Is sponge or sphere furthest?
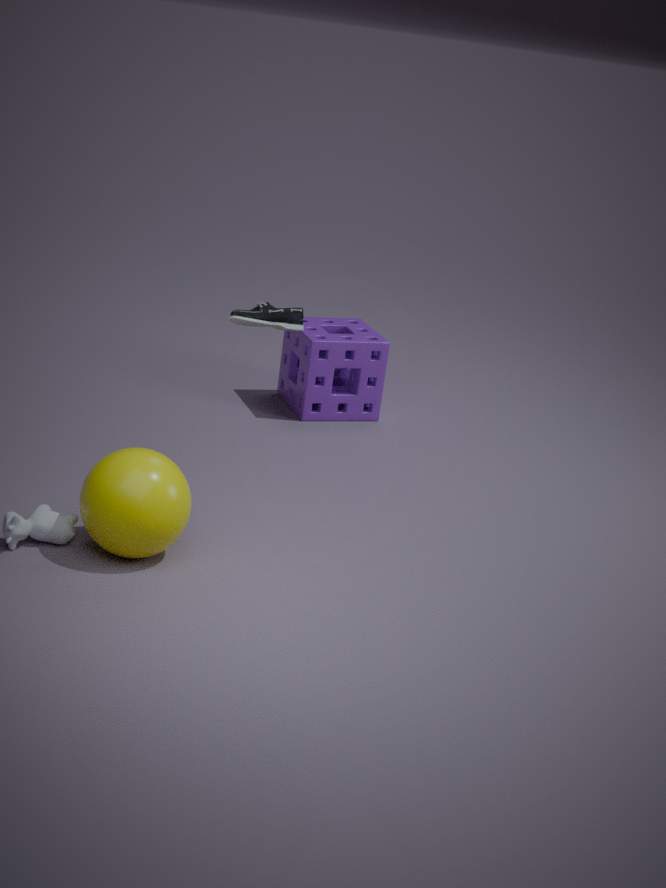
sponge
